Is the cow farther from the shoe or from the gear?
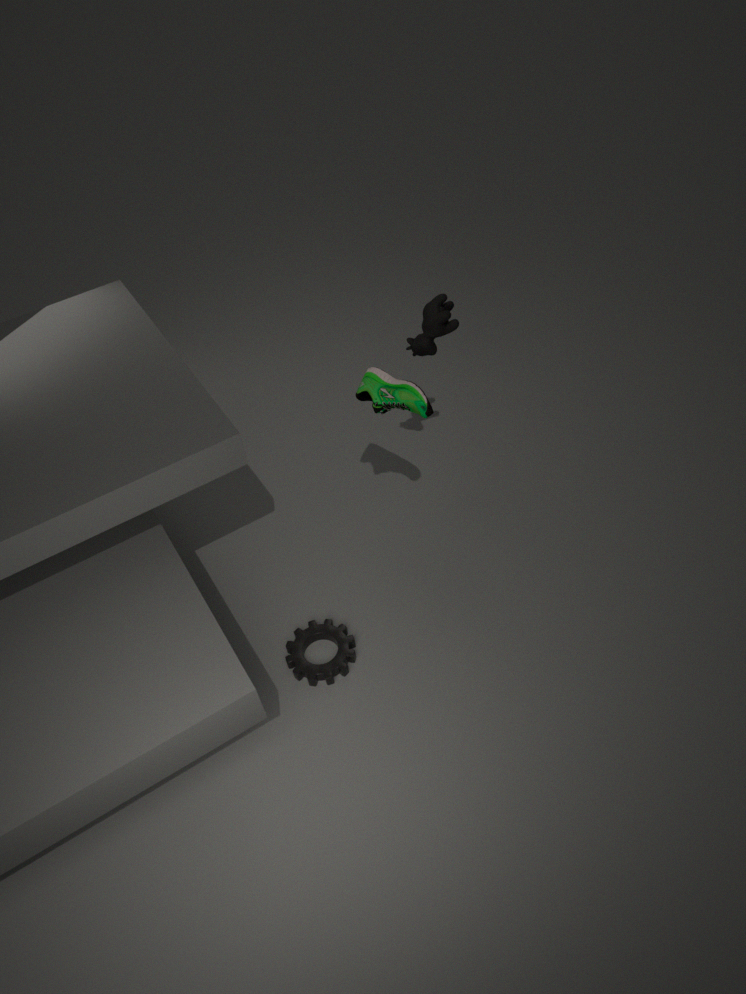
the gear
